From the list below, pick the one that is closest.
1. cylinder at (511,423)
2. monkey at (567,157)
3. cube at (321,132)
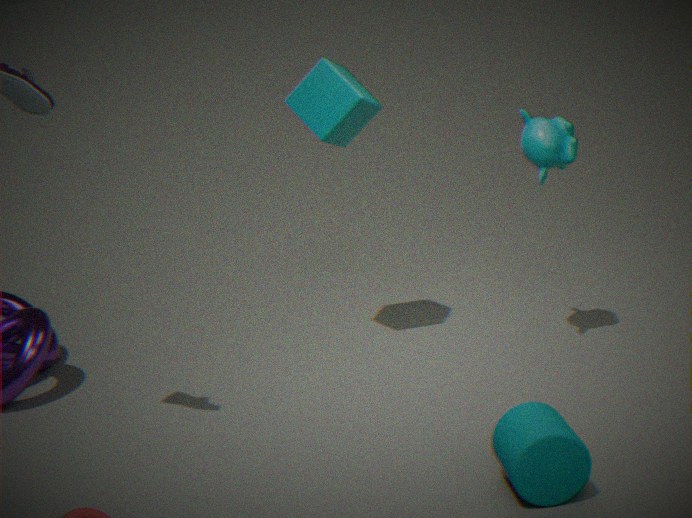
cylinder at (511,423)
